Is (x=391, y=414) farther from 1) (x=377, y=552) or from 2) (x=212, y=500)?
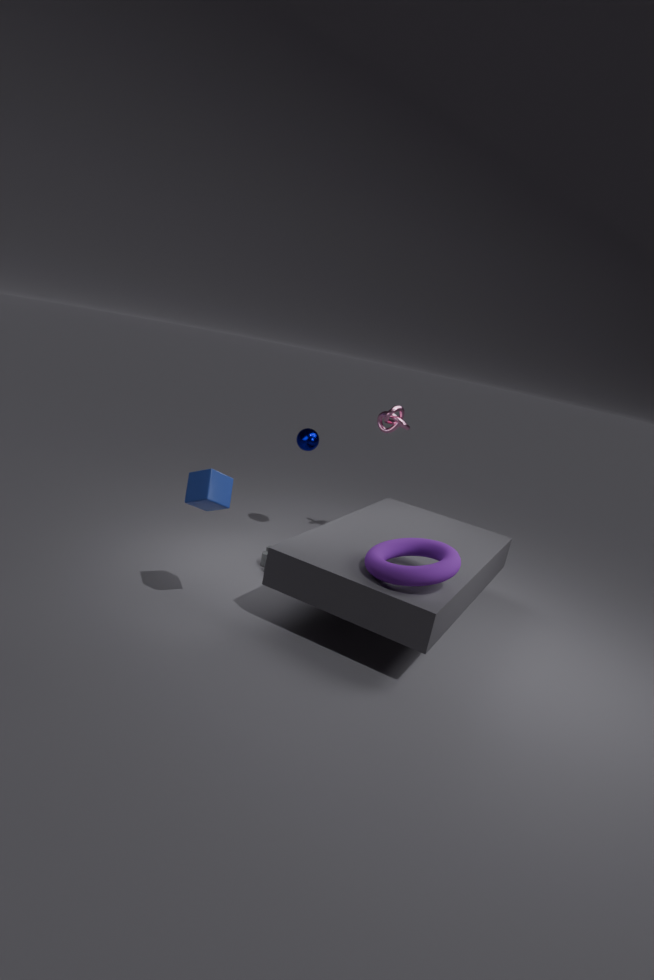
2) (x=212, y=500)
